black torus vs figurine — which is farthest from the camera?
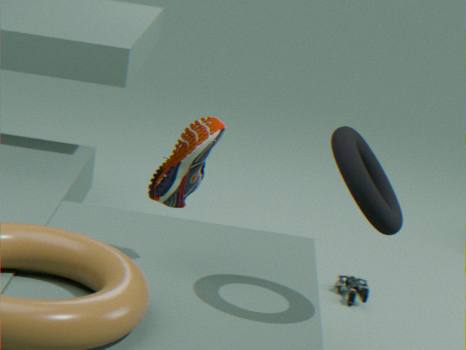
figurine
